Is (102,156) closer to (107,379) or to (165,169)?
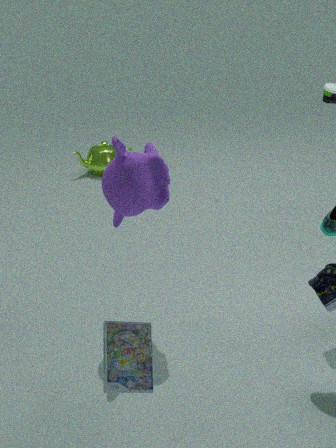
(165,169)
